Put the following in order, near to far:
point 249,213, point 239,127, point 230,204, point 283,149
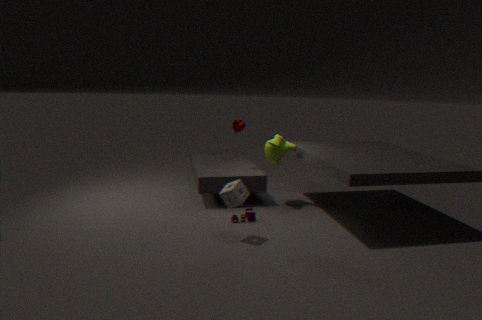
point 230,204 → point 249,213 → point 283,149 → point 239,127
